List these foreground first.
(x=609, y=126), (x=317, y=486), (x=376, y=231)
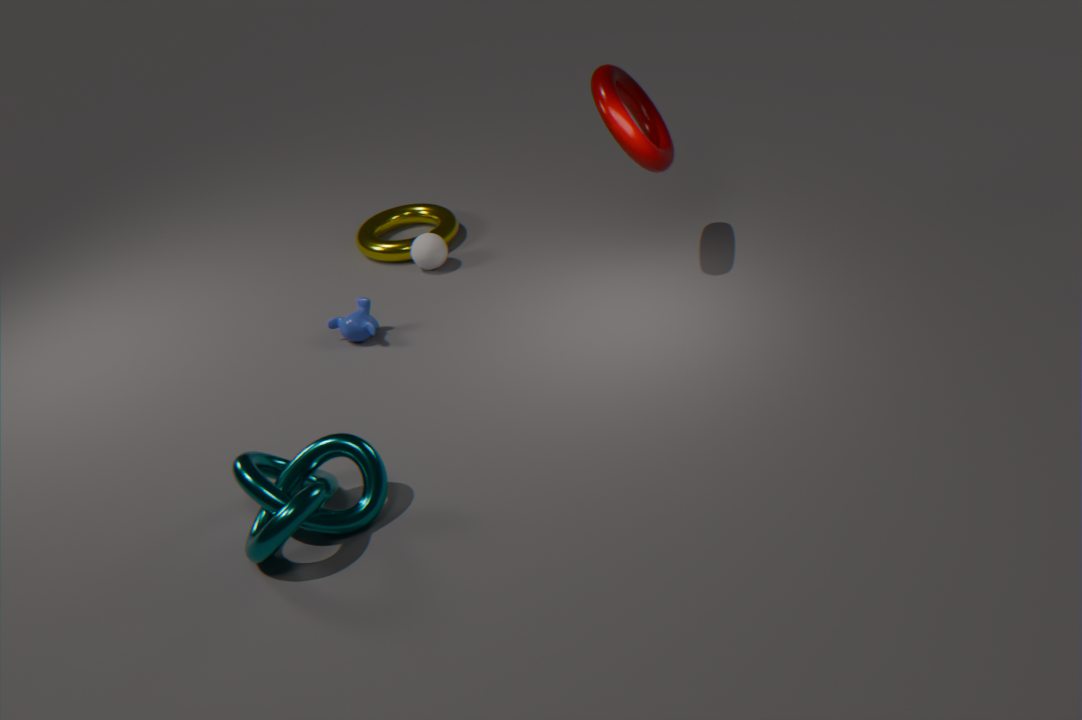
(x=317, y=486)
(x=609, y=126)
(x=376, y=231)
